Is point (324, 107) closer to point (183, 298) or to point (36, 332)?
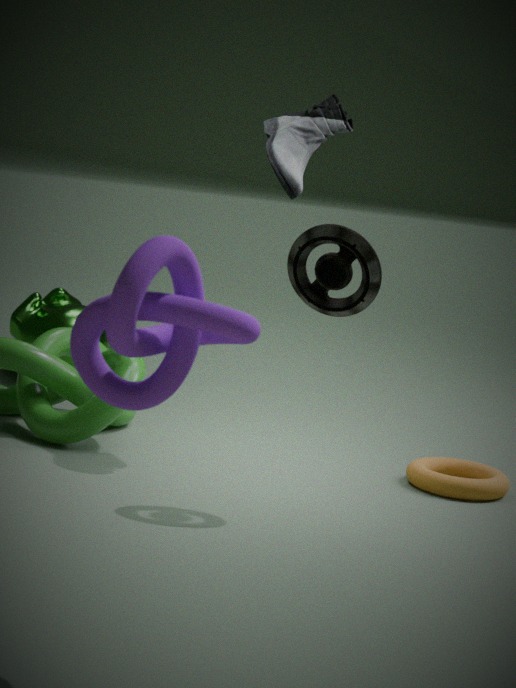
point (36, 332)
